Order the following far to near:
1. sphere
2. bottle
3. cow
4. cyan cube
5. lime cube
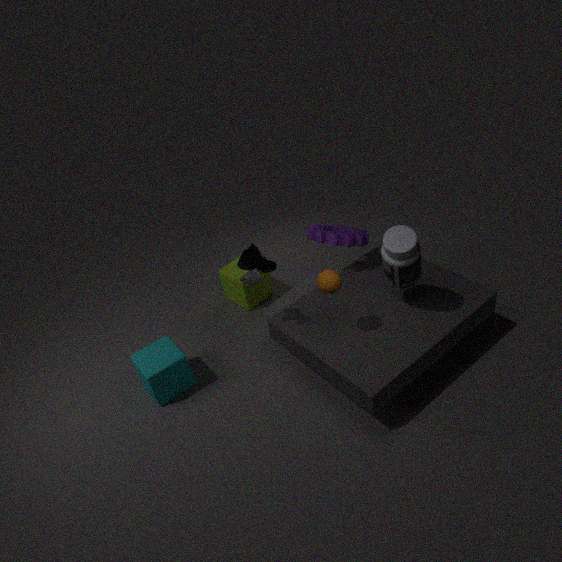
lime cube, cyan cube, cow, sphere, bottle
